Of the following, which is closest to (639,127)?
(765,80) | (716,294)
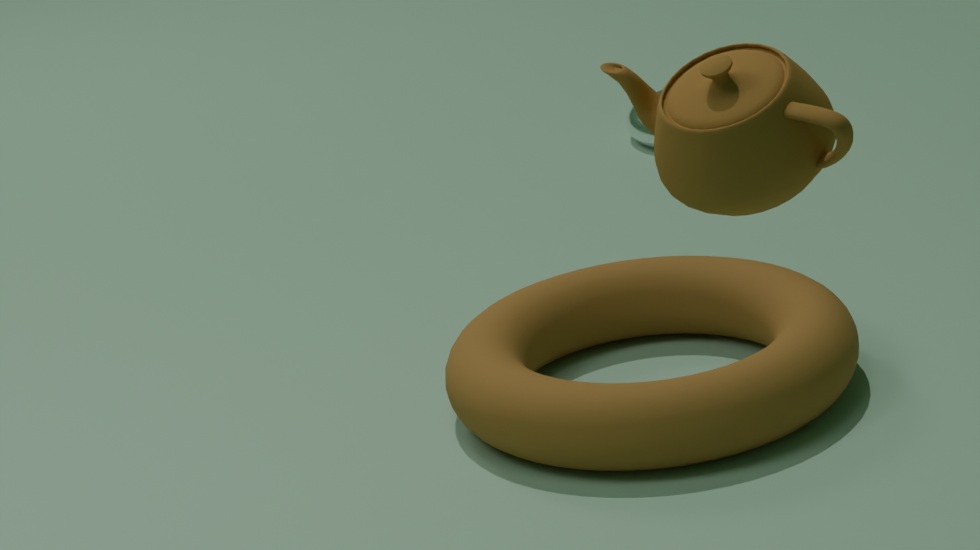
(716,294)
